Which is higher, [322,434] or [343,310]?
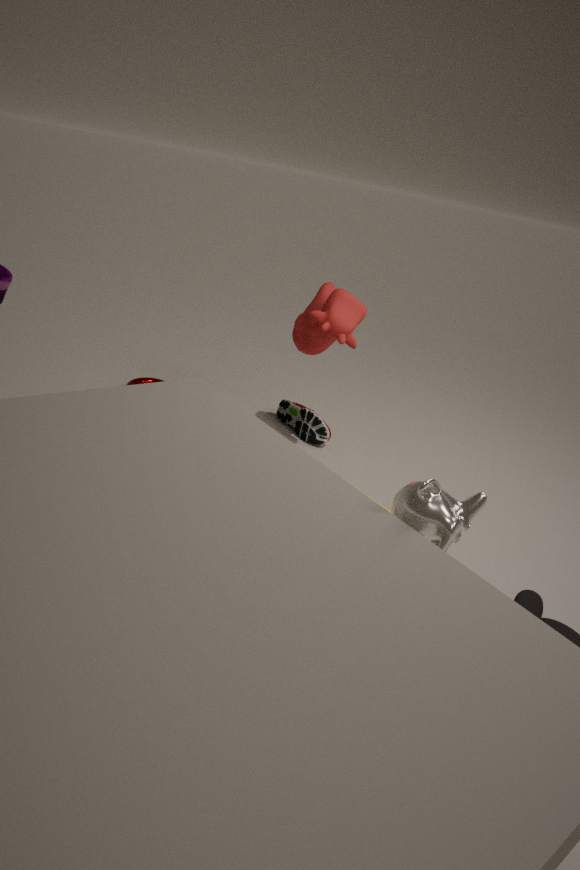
[343,310]
